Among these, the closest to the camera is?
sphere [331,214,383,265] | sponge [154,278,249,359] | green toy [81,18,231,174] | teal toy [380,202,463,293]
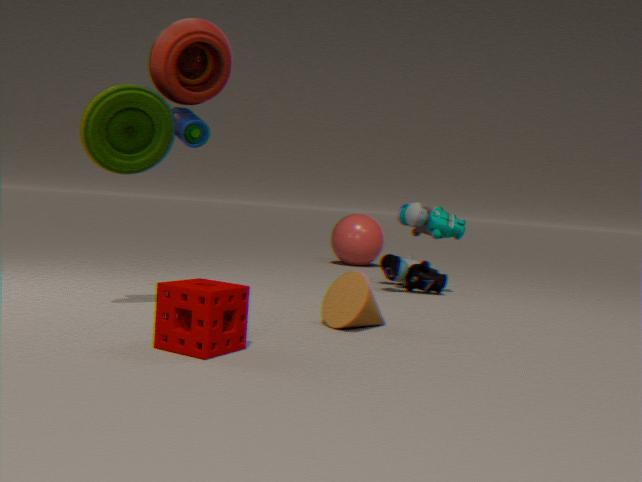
sponge [154,278,249,359]
